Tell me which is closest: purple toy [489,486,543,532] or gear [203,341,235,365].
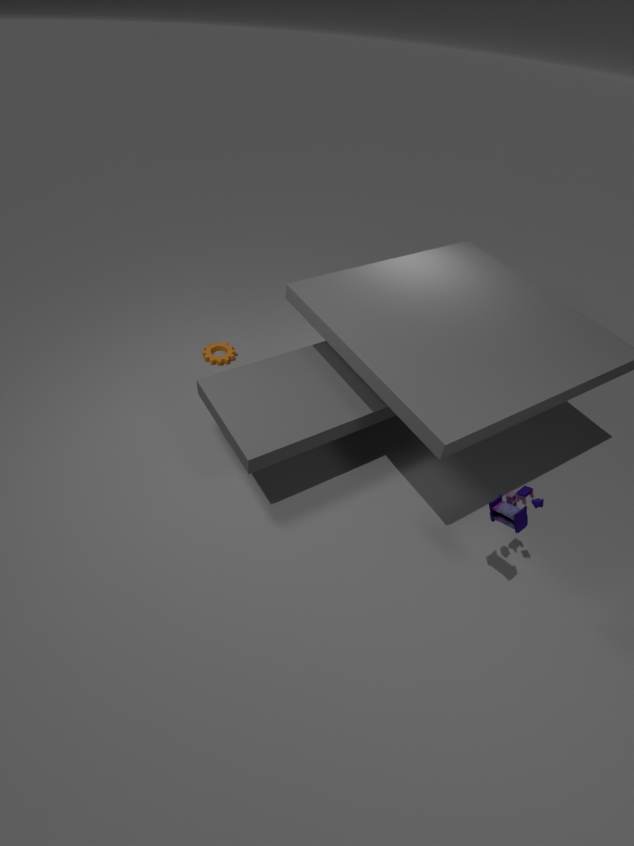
purple toy [489,486,543,532]
